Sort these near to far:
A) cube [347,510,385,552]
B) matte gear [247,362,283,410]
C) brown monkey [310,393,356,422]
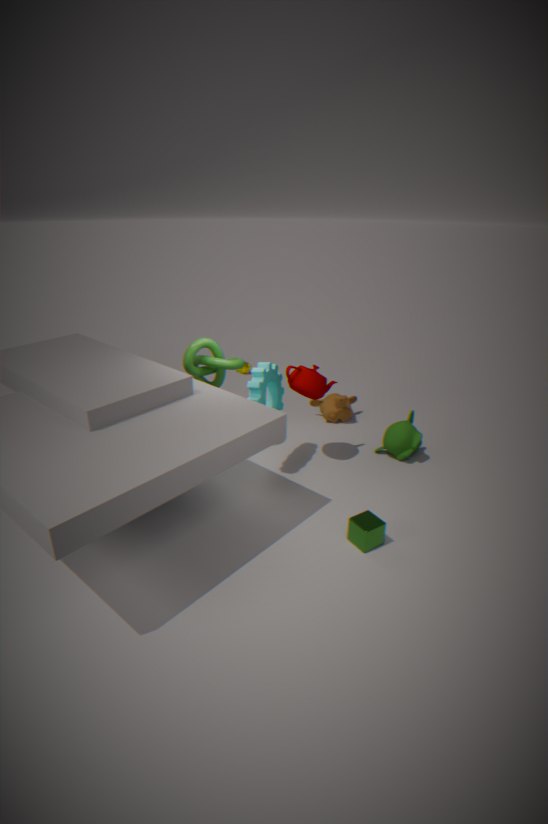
1. cube [347,510,385,552]
2. matte gear [247,362,283,410]
3. brown monkey [310,393,356,422]
